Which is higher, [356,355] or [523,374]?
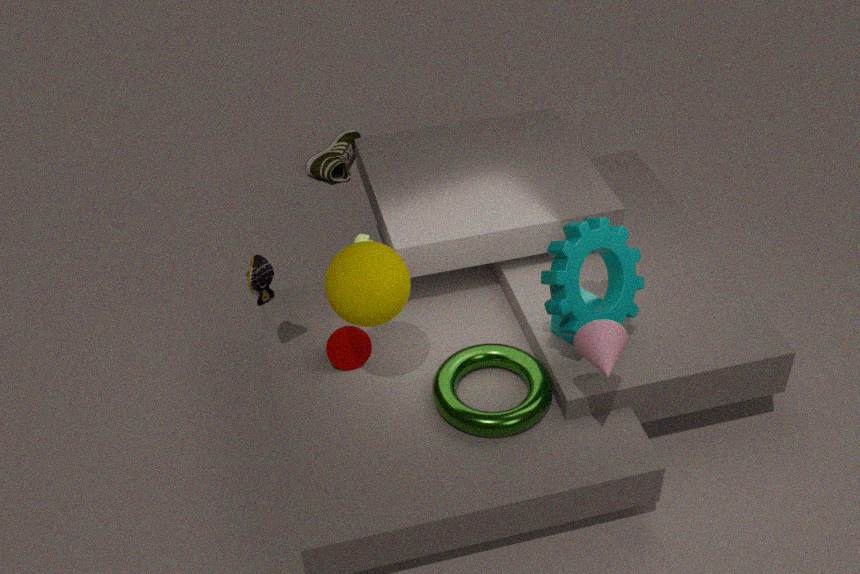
[356,355]
